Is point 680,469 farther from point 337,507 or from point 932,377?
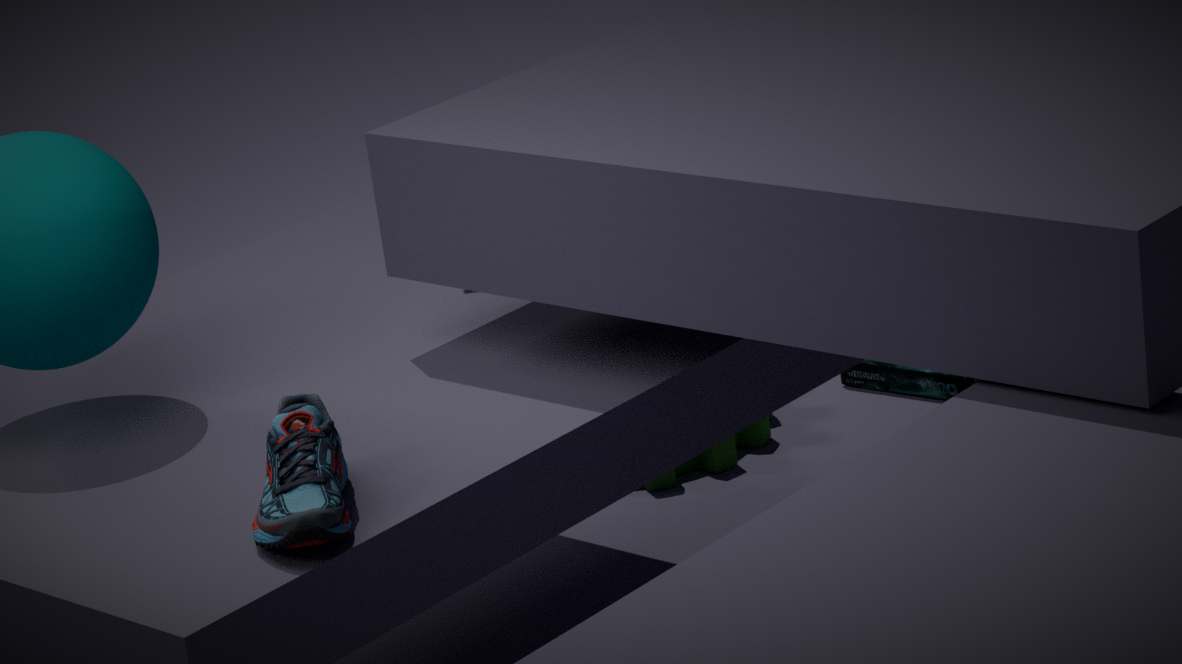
point 337,507
